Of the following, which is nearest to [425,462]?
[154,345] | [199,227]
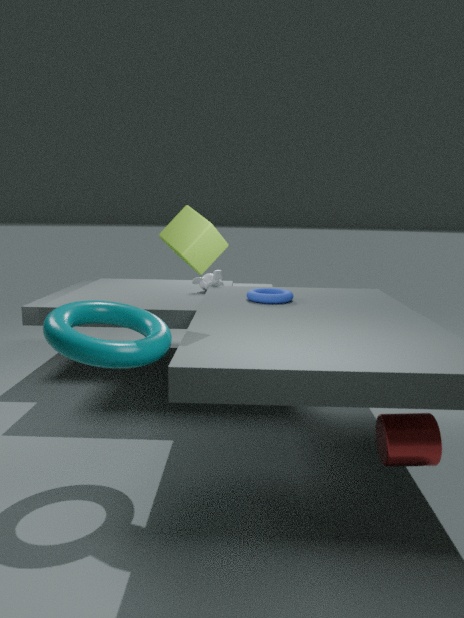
[199,227]
